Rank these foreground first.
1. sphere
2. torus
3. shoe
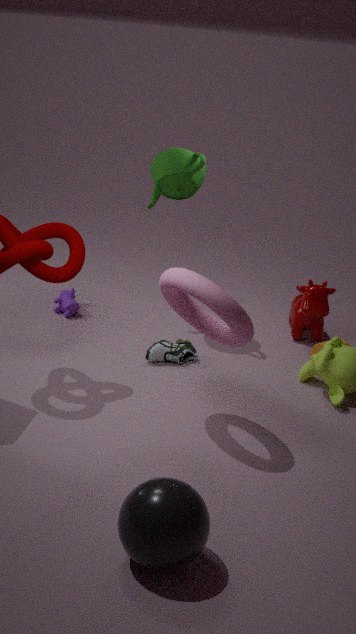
1. sphere
2. torus
3. shoe
